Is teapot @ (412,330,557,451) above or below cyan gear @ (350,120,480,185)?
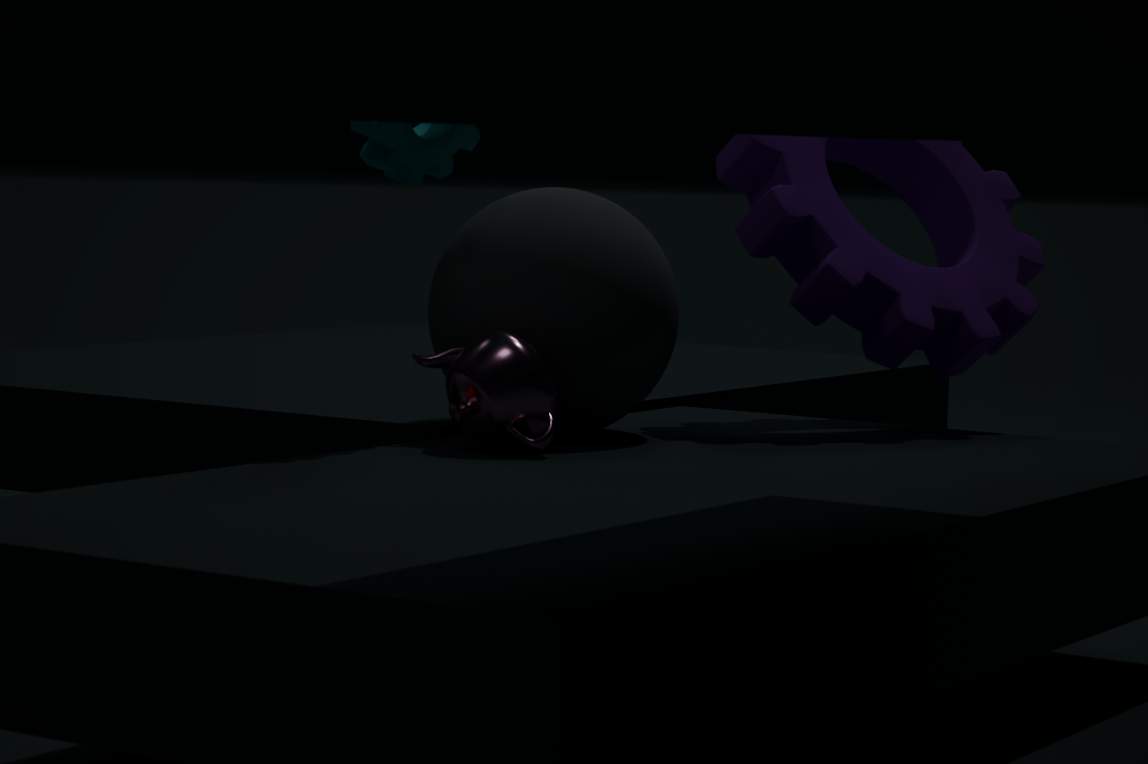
below
